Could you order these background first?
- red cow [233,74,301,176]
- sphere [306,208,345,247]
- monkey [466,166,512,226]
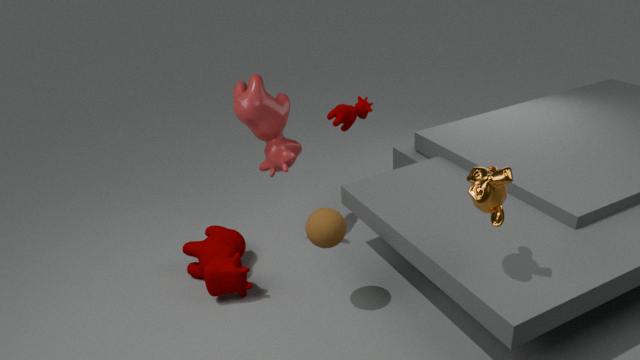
red cow [233,74,301,176]
sphere [306,208,345,247]
monkey [466,166,512,226]
